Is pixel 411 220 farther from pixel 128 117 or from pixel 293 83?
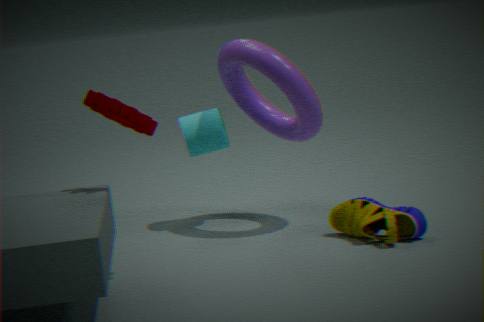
pixel 128 117
